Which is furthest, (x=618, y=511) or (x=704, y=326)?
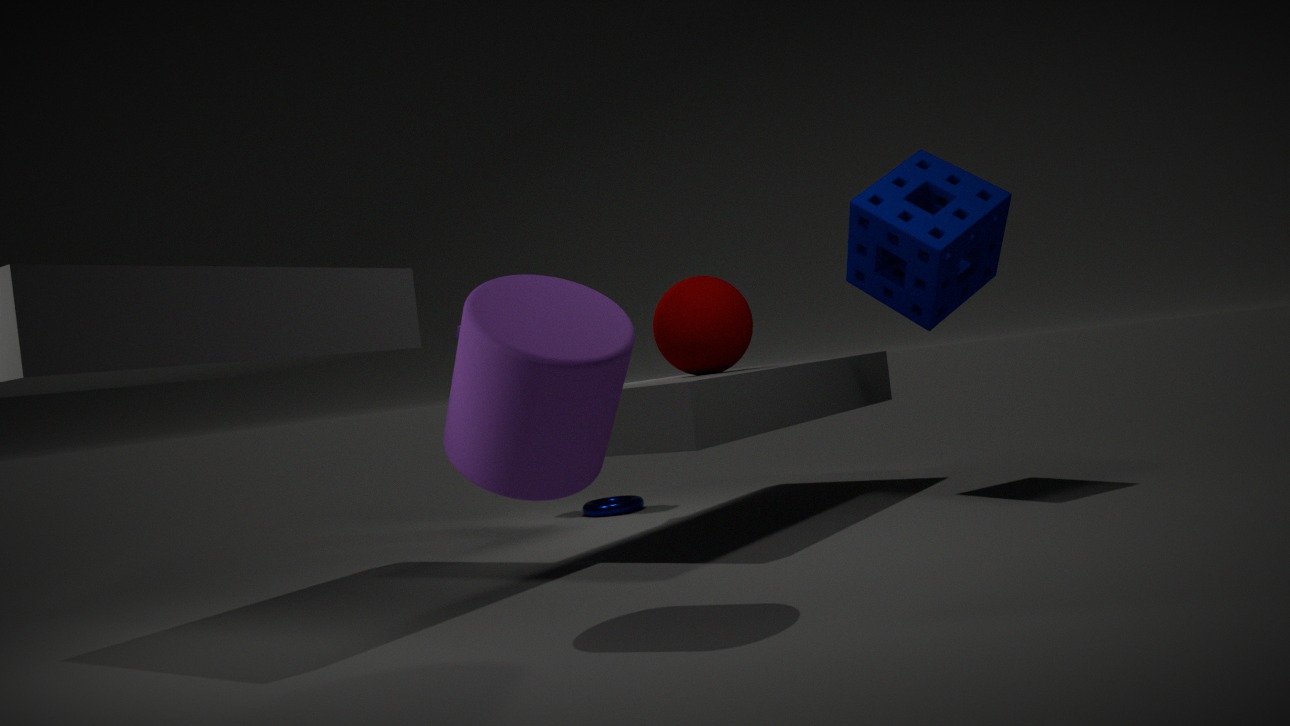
(x=618, y=511)
